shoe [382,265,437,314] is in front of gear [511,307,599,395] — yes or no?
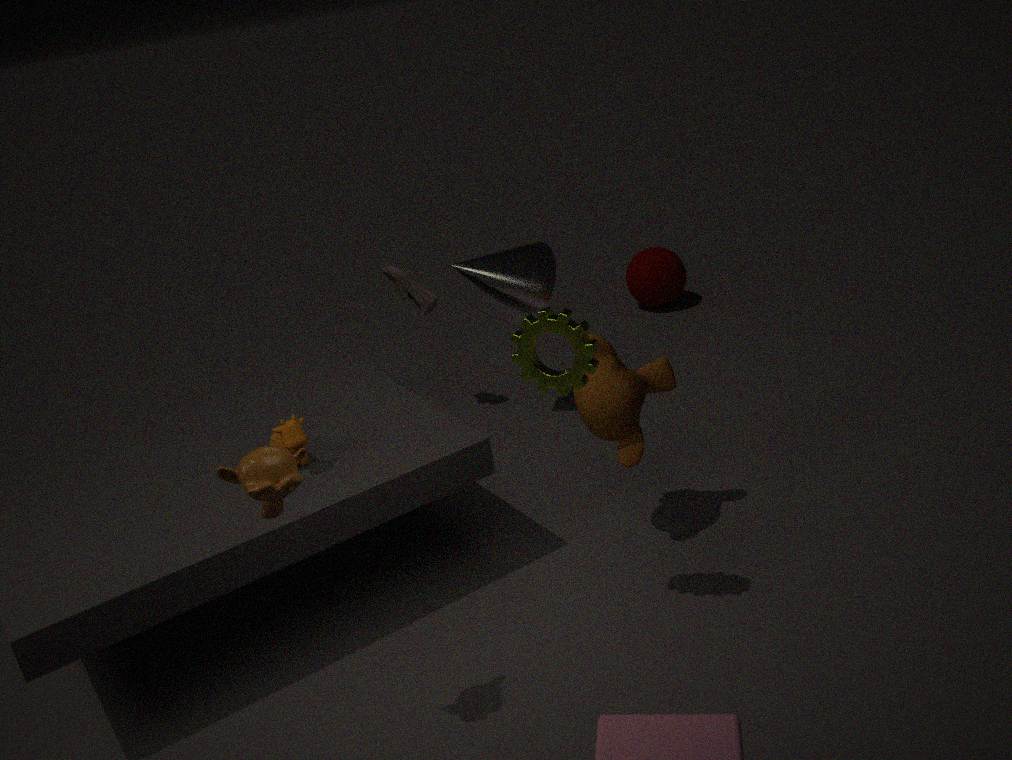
No
